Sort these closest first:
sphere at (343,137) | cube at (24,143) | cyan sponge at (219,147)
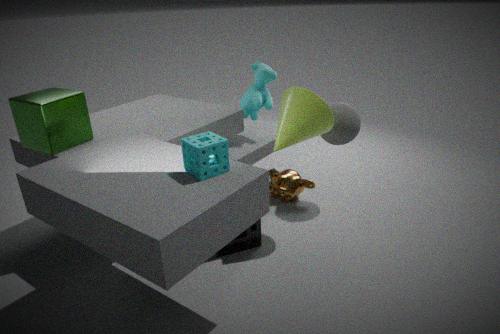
cyan sponge at (219,147)
cube at (24,143)
sphere at (343,137)
